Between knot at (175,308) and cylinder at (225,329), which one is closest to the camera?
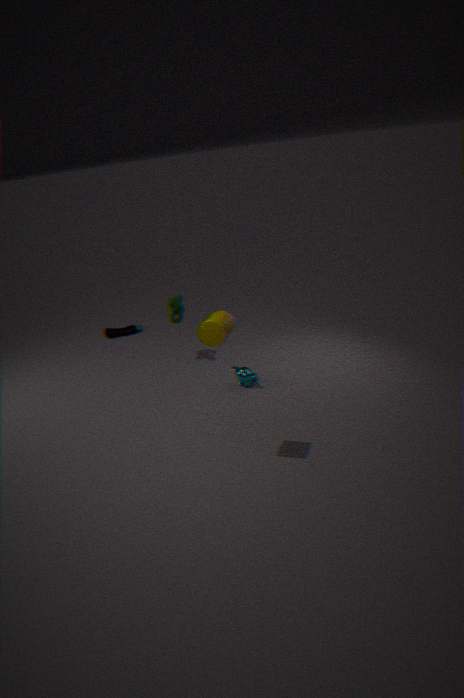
cylinder at (225,329)
